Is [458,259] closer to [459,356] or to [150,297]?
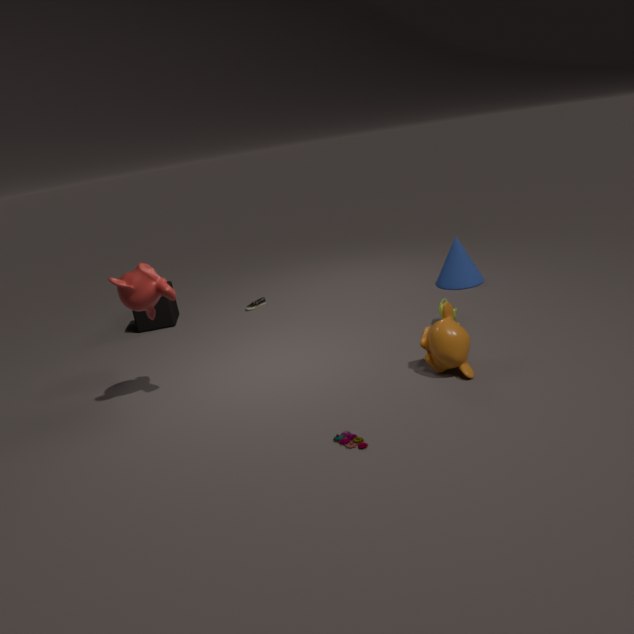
[459,356]
